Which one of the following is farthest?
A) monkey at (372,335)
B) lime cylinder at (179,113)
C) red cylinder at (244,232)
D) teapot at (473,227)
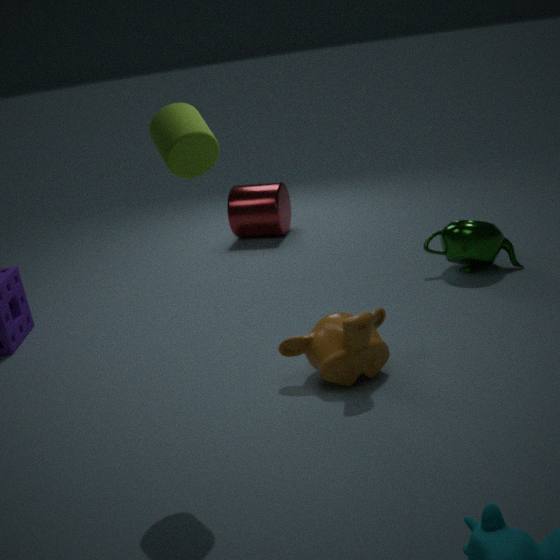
red cylinder at (244,232)
